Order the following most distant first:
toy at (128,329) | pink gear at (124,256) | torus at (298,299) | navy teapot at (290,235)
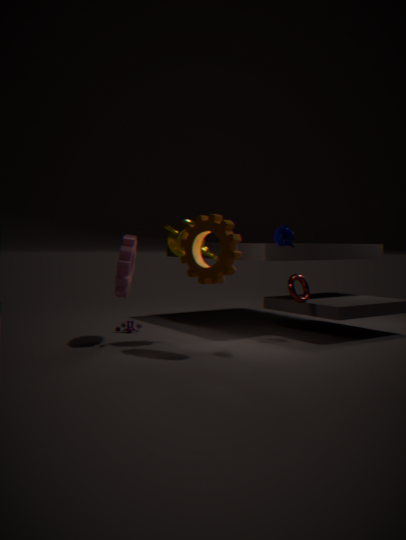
toy at (128,329) < torus at (298,299) < pink gear at (124,256) < navy teapot at (290,235)
